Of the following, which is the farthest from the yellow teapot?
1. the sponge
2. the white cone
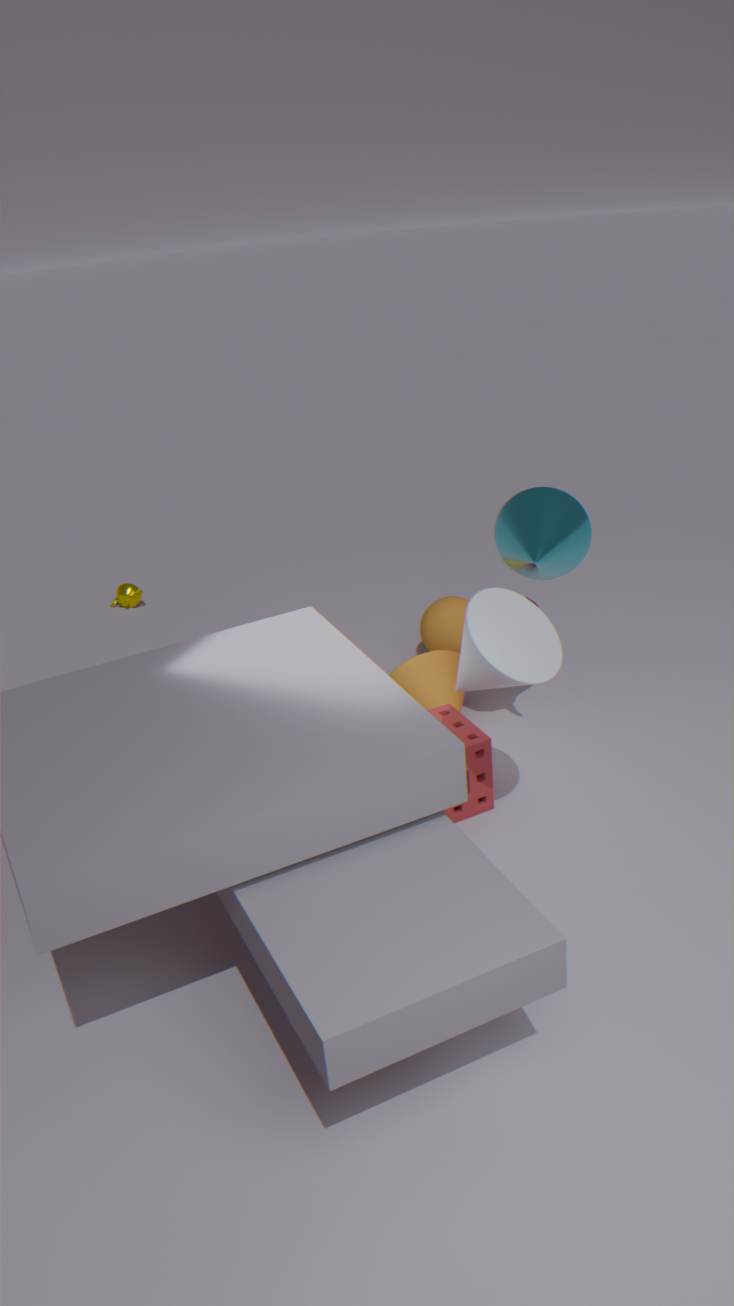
the white cone
